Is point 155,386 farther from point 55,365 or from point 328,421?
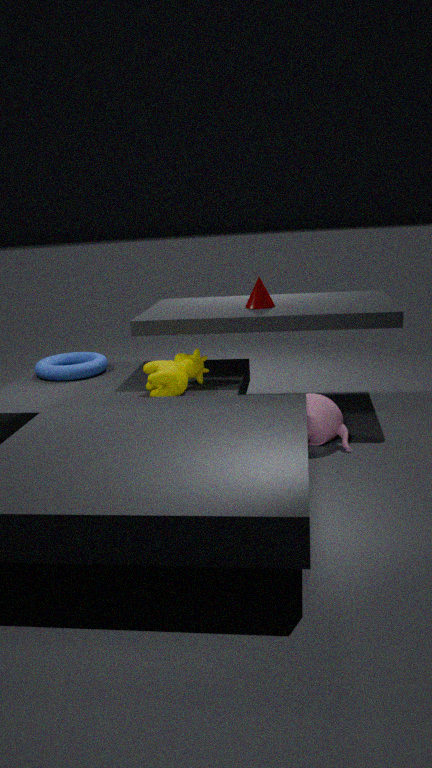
point 55,365
